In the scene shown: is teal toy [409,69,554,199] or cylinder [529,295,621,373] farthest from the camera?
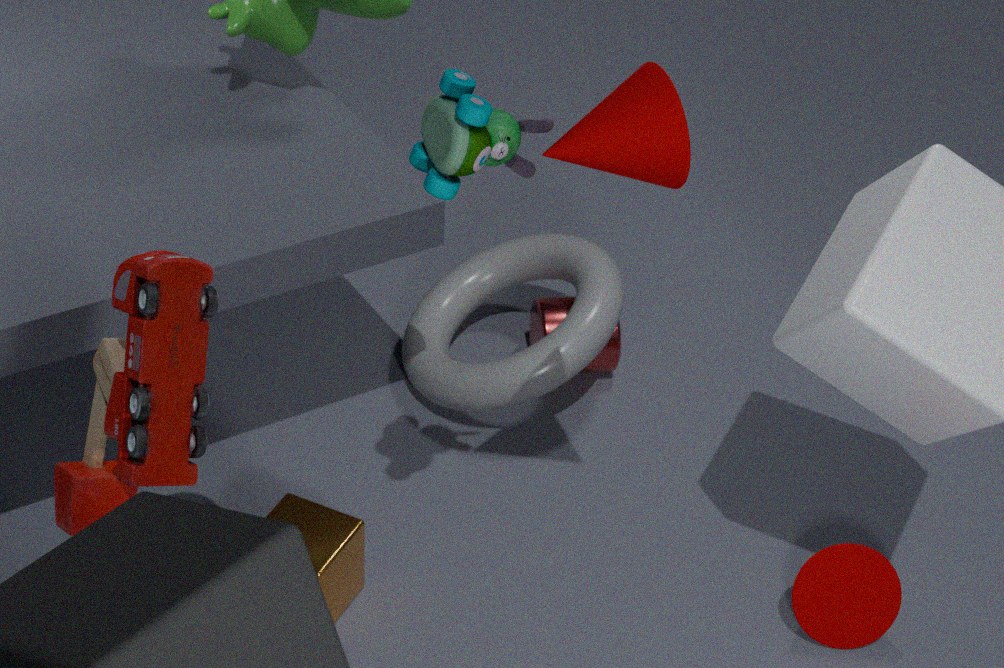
cylinder [529,295,621,373]
